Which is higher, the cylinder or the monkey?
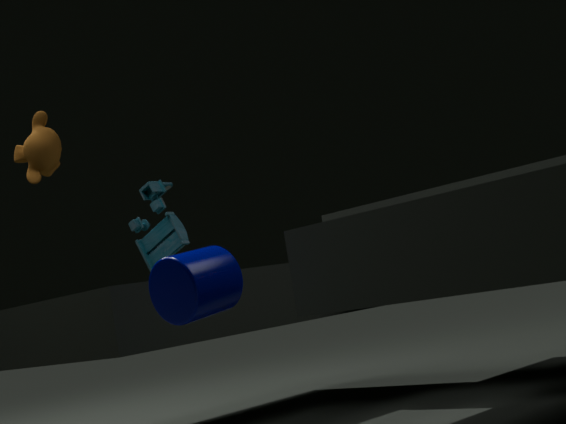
the monkey
